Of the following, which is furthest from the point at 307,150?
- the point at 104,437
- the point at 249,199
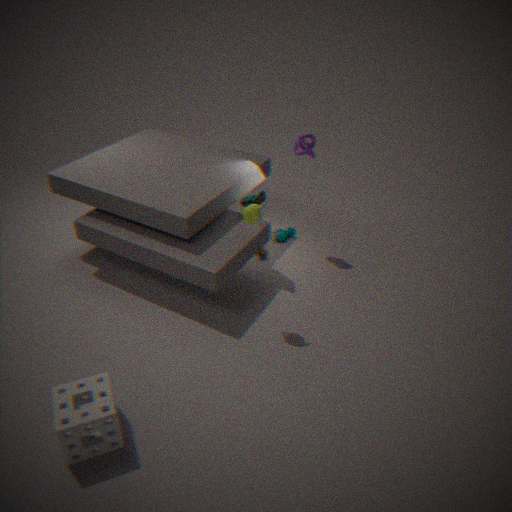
the point at 104,437
